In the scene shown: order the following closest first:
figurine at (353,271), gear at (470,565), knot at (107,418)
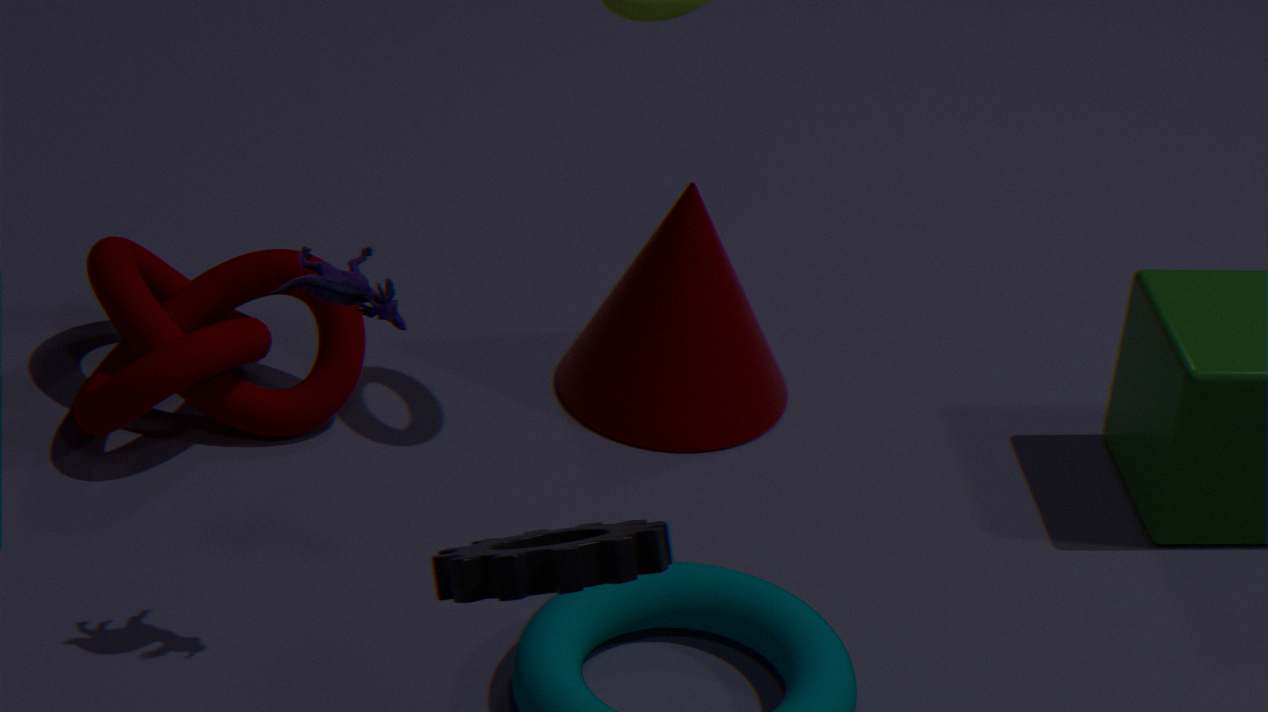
gear at (470,565) < figurine at (353,271) < knot at (107,418)
